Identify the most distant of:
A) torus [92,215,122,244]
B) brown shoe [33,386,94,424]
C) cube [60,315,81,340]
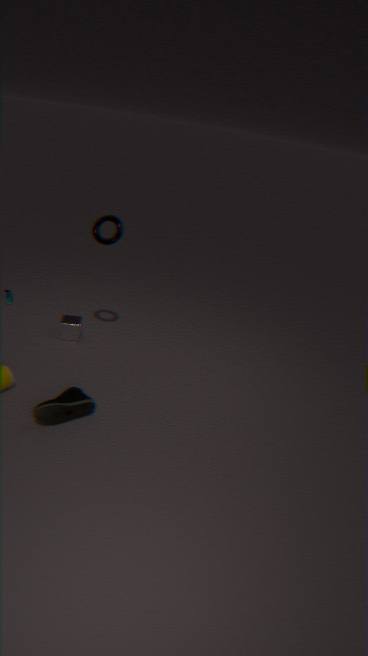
cube [60,315,81,340]
